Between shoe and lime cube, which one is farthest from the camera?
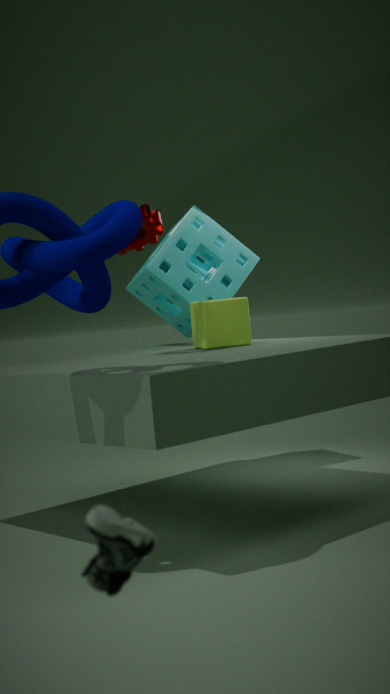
lime cube
